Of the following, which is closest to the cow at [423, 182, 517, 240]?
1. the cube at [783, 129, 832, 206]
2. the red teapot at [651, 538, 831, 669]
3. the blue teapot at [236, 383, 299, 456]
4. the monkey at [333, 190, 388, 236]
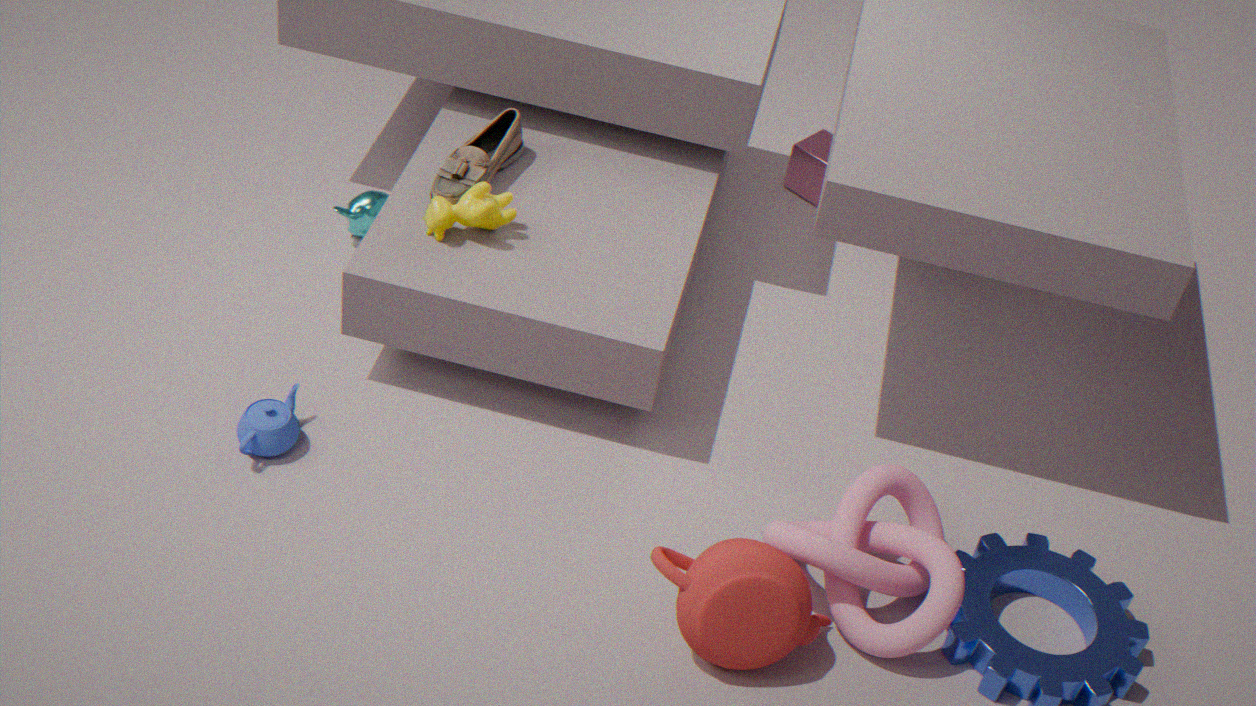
the monkey at [333, 190, 388, 236]
